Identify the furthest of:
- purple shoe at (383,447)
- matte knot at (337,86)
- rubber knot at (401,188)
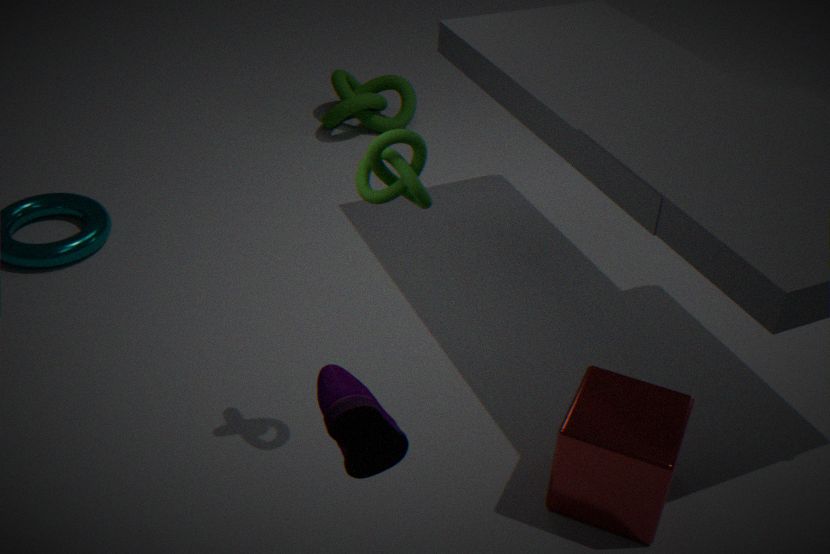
matte knot at (337,86)
